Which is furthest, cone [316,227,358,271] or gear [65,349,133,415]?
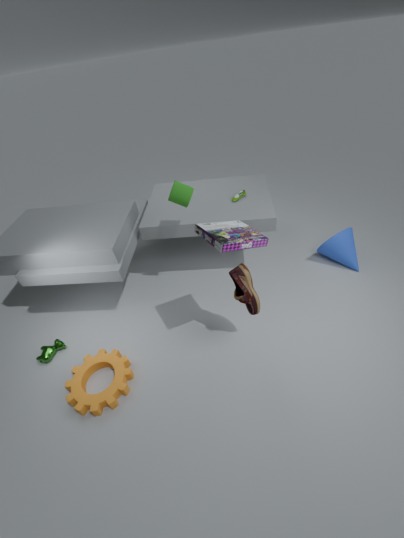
cone [316,227,358,271]
